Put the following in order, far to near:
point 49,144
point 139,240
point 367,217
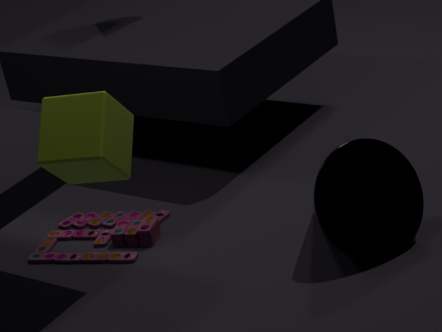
1. point 139,240
2. point 367,217
3. point 49,144
